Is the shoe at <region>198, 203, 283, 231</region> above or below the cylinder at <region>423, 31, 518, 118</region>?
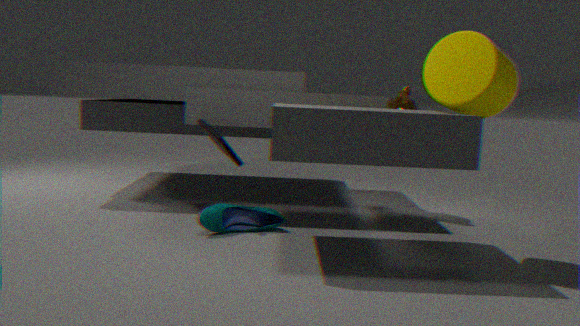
below
